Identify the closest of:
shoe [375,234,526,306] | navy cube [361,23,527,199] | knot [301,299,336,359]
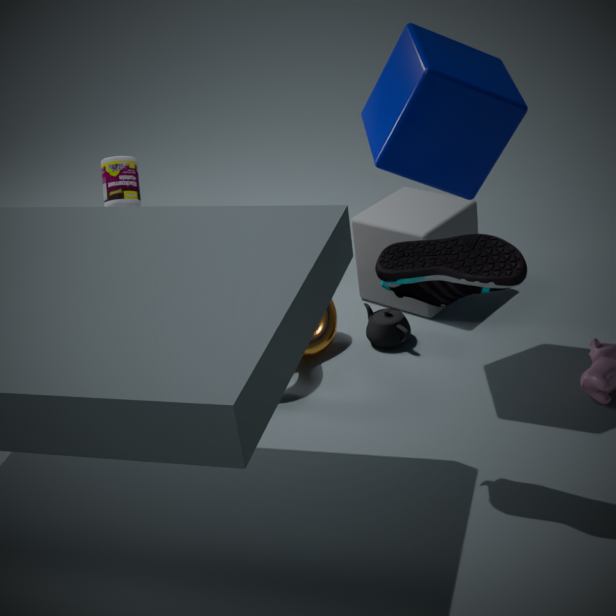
shoe [375,234,526,306]
